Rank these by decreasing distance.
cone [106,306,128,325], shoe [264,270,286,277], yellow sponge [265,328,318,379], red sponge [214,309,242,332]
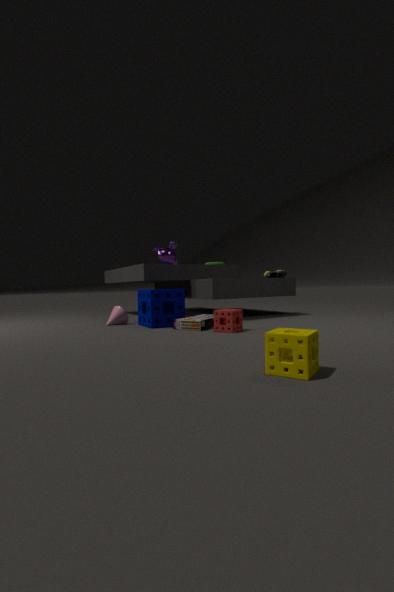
shoe [264,270,286,277], cone [106,306,128,325], red sponge [214,309,242,332], yellow sponge [265,328,318,379]
